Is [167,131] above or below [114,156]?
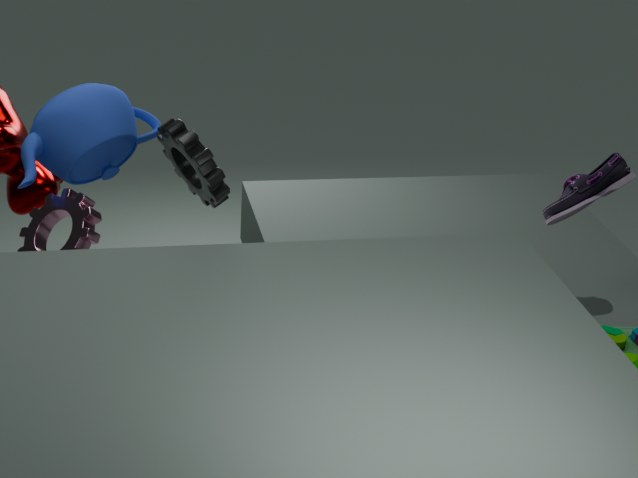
above
